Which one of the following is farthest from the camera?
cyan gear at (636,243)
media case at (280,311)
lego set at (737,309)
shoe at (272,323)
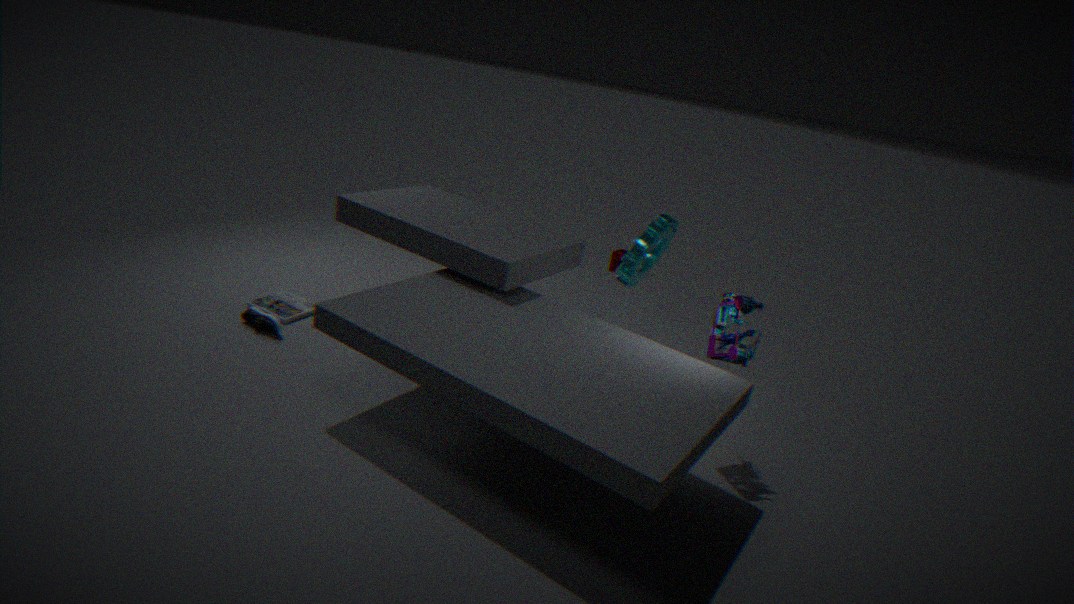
cyan gear at (636,243)
